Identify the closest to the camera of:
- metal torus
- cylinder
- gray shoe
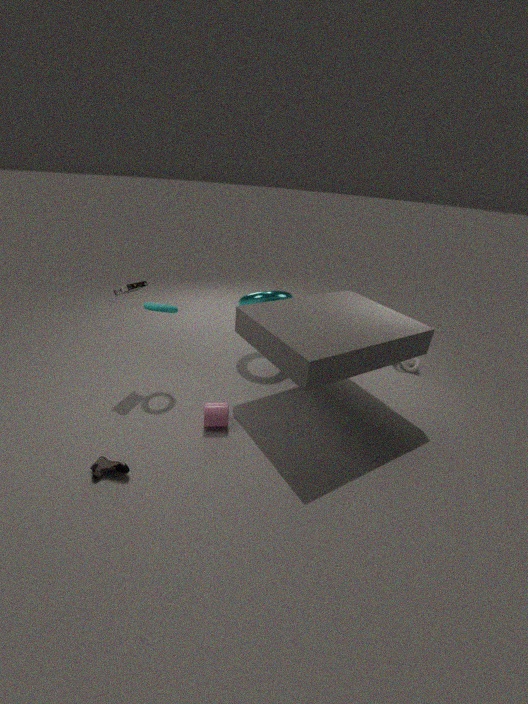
gray shoe
